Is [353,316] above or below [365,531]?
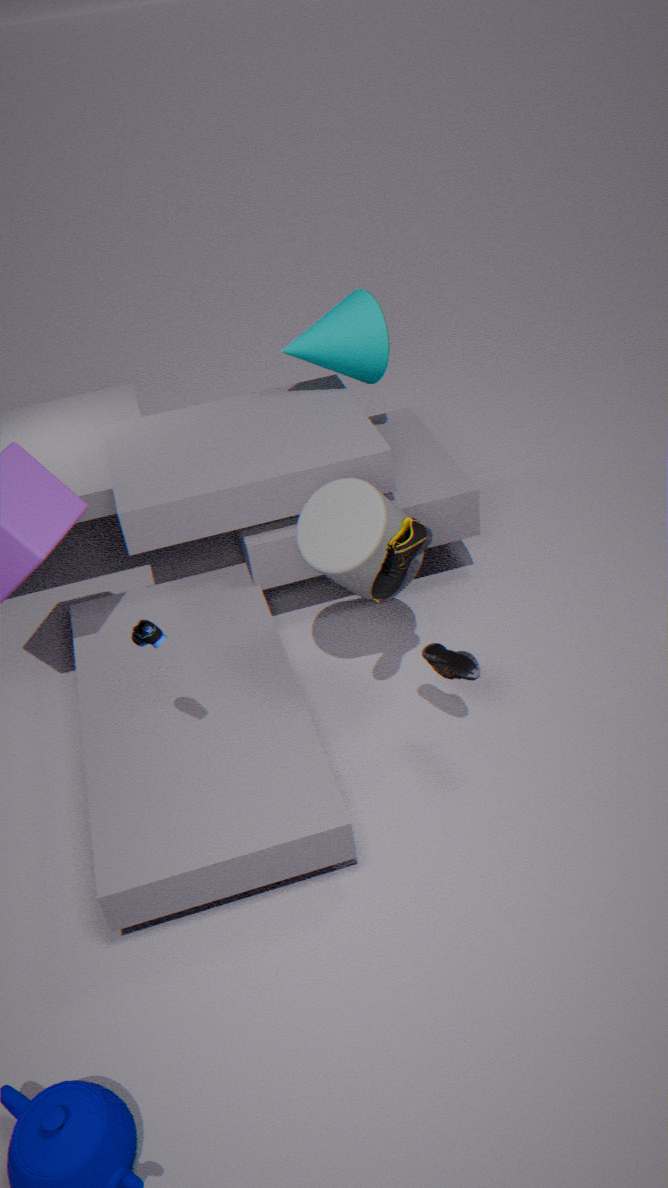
above
